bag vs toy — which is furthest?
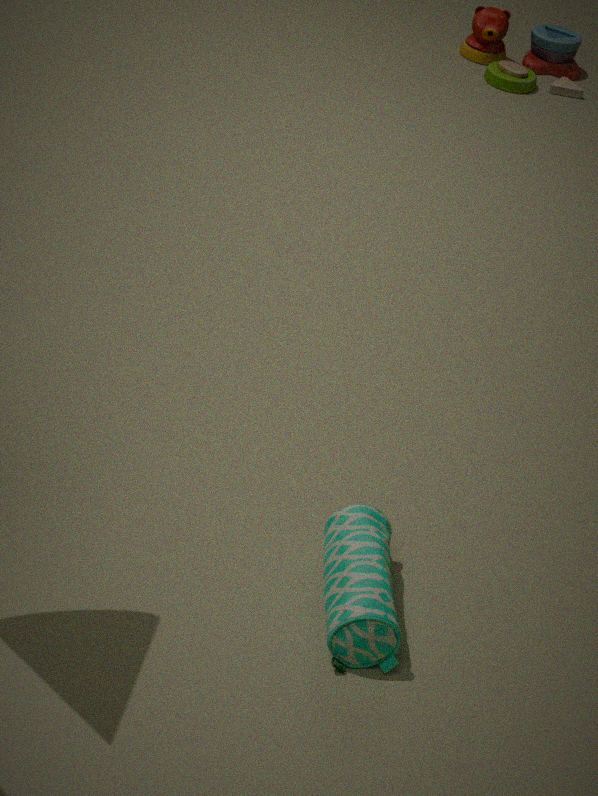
toy
